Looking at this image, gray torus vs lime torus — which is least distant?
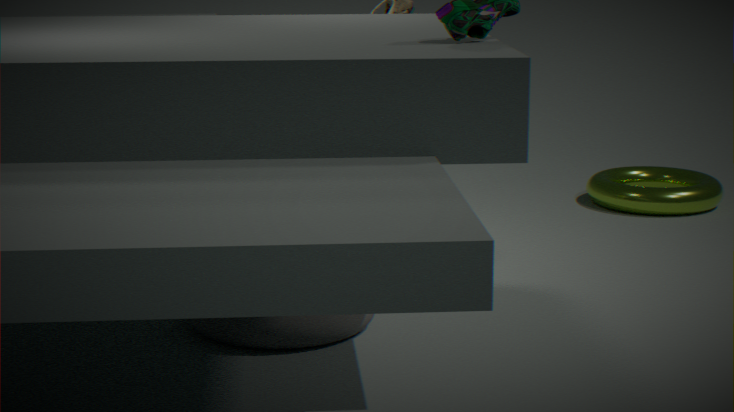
gray torus
